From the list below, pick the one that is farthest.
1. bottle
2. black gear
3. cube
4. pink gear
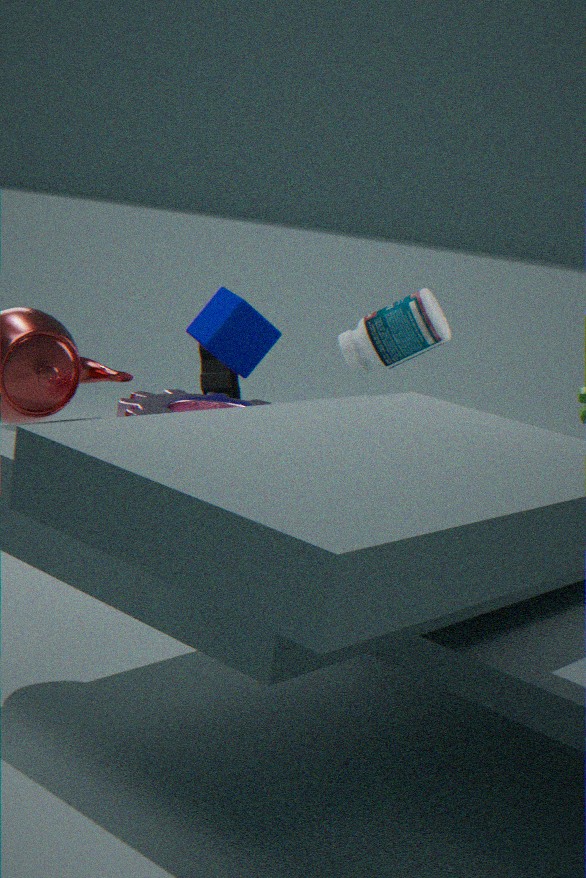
A: black gear
